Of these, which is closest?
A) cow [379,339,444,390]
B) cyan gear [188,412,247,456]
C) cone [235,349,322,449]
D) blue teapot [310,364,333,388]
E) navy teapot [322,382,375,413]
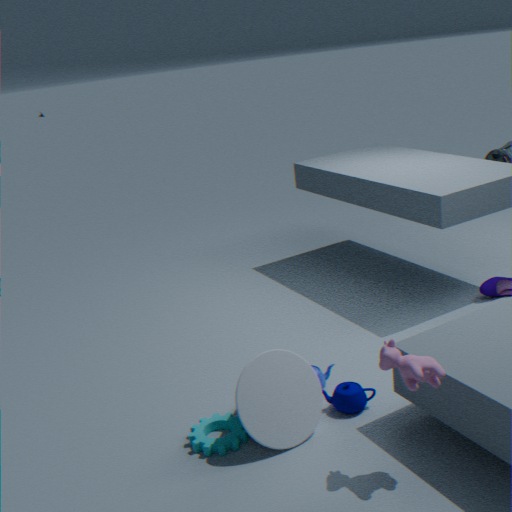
→ cow [379,339,444,390]
